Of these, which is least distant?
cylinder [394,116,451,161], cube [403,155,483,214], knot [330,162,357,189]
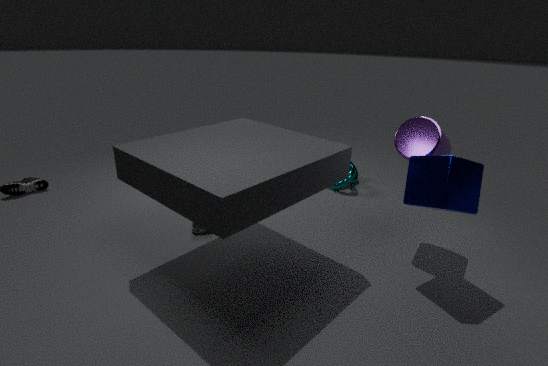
cube [403,155,483,214]
